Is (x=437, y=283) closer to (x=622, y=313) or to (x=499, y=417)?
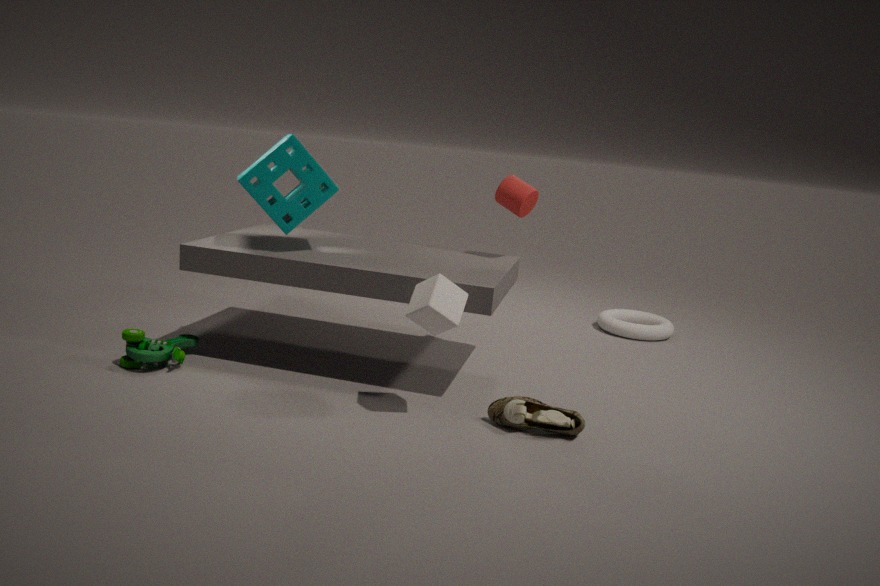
(x=499, y=417)
